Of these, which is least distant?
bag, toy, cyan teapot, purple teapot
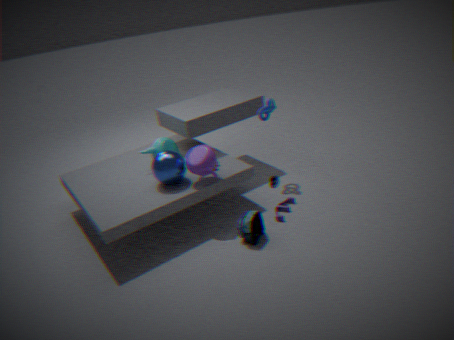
bag
